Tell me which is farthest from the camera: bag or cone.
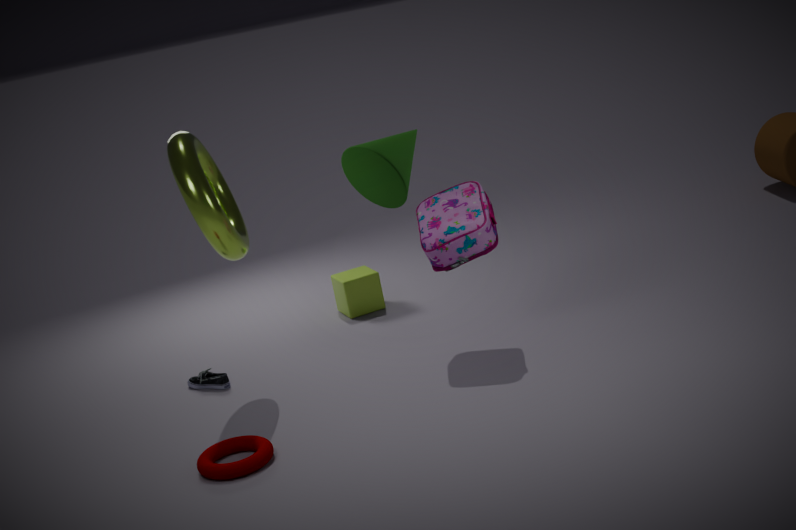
bag
